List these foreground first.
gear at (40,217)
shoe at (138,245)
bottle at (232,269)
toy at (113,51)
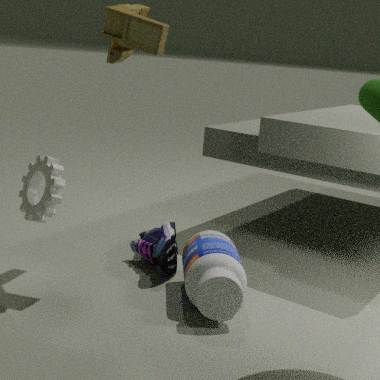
bottle at (232,269), gear at (40,217), toy at (113,51), shoe at (138,245)
